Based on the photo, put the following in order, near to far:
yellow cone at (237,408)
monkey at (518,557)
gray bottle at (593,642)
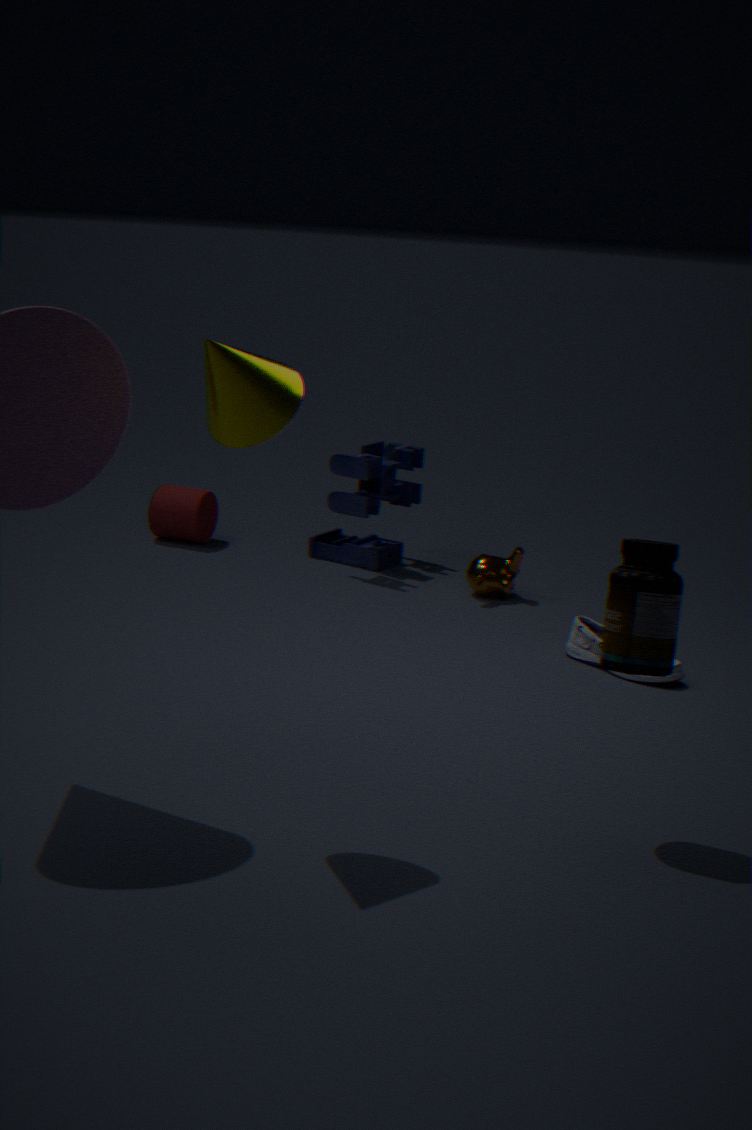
yellow cone at (237,408), gray bottle at (593,642), monkey at (518,557)
